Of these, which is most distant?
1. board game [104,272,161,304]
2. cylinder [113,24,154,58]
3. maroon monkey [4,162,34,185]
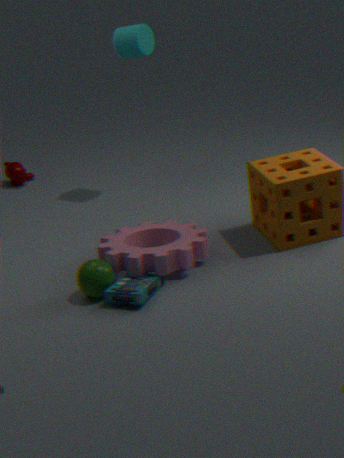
maroon monkey [4,162,34,185]
